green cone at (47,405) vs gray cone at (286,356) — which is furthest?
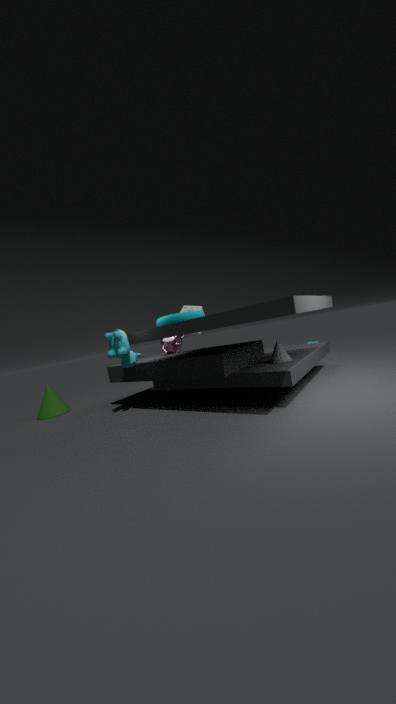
green cone at (47,405)
